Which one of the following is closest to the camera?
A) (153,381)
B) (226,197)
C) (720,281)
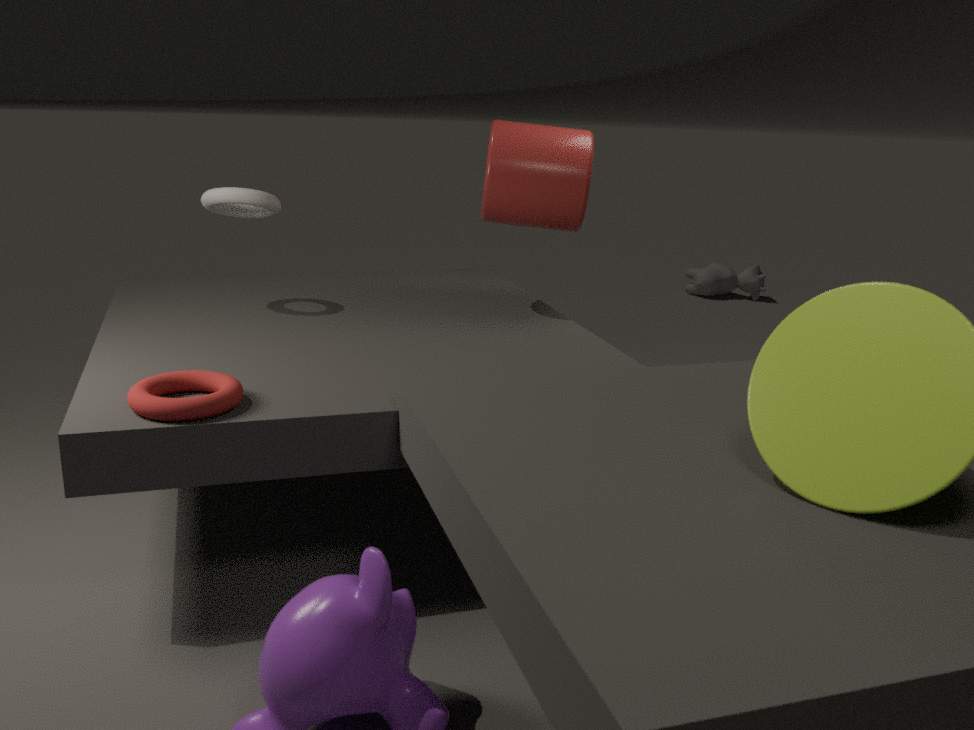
(153,381)
